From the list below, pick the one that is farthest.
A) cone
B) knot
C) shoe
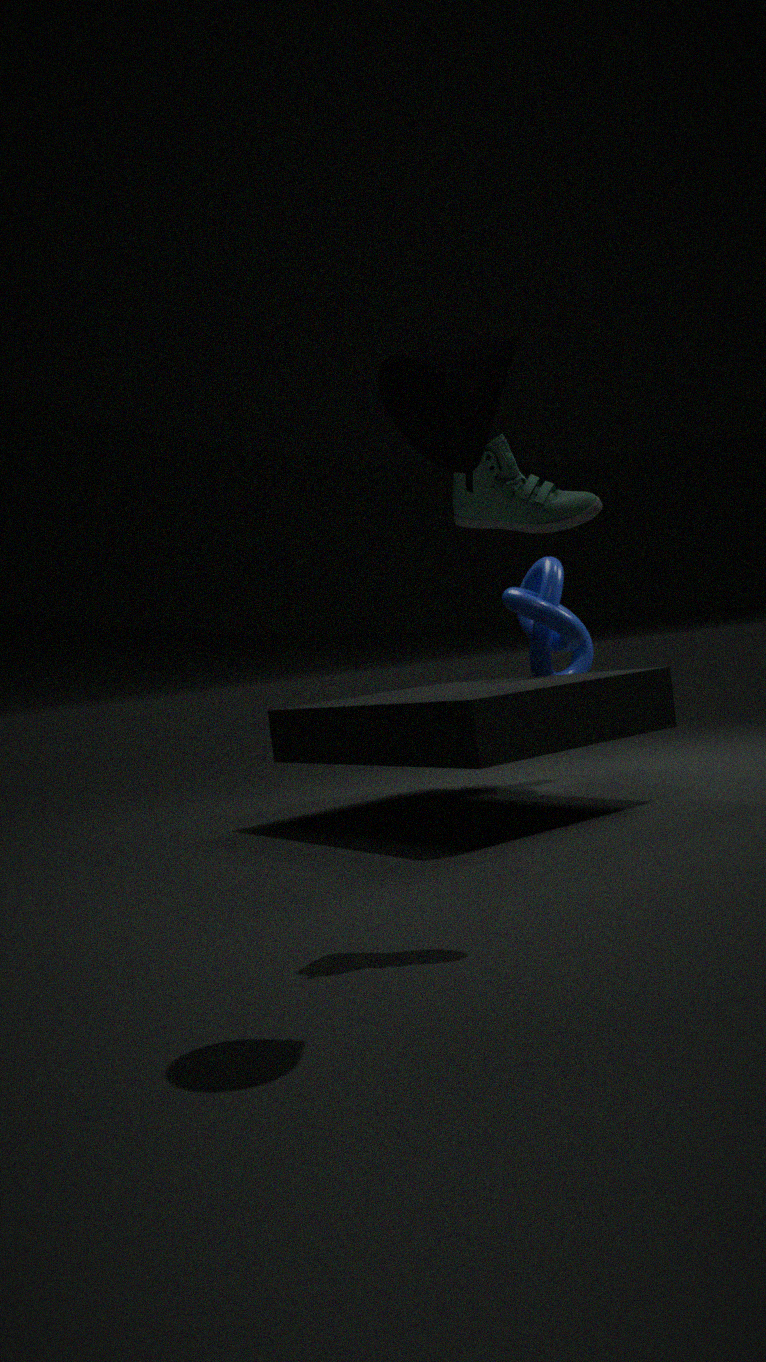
knot
